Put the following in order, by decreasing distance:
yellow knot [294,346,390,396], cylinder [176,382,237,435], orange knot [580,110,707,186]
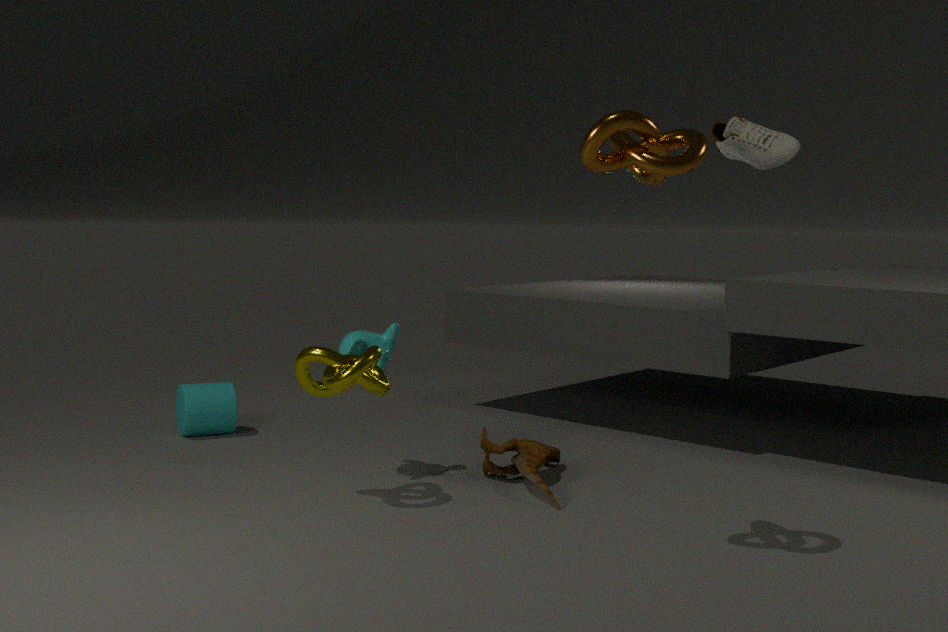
cylinder [176,382,237,435]
yellow knot [294,346,390,396]
orange knot [580,110,707,186]
